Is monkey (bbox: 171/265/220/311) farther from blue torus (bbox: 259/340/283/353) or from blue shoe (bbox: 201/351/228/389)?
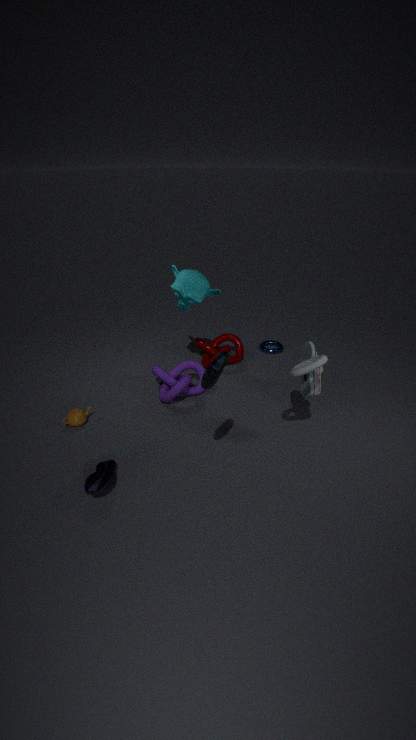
blue shoe (bbox: 201/351/228/389)
